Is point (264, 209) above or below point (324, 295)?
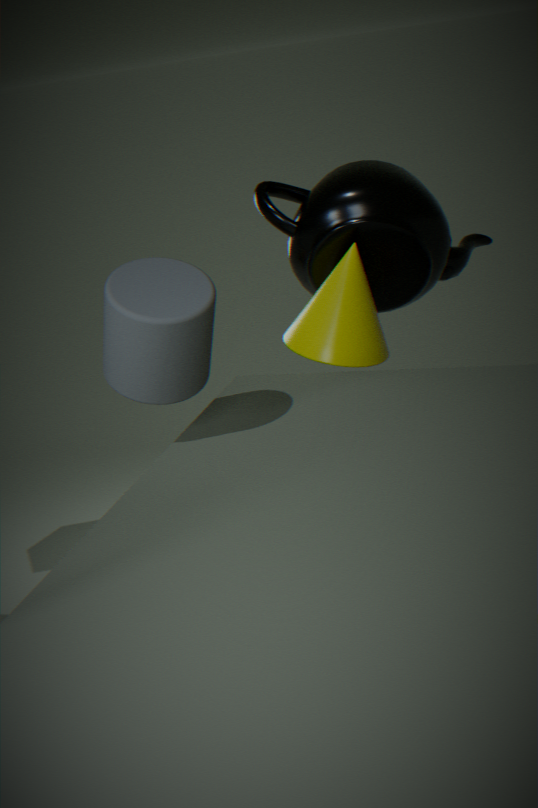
above
